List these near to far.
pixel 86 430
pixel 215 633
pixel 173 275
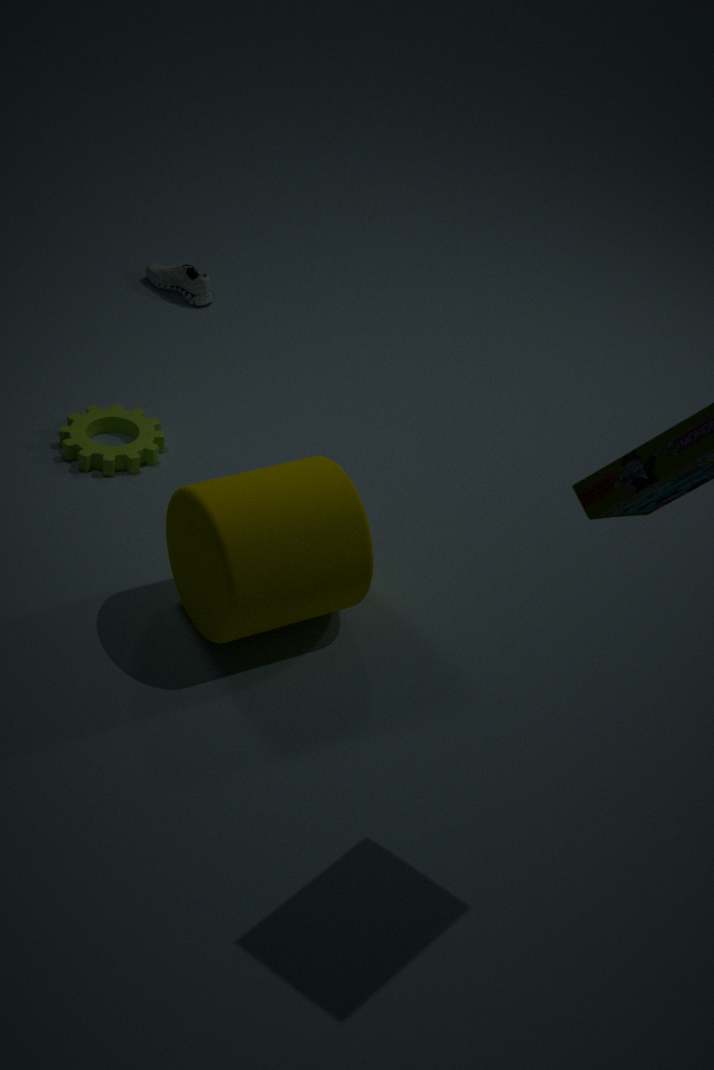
pixel 215 633 → pixel 86 430 → pixel 173 275
